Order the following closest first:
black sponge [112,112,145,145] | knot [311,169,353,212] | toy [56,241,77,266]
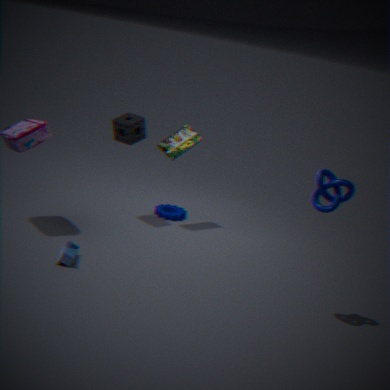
knot [311,169,353,212] → toy [56,241,77,266] → black sponge [112,112,145,145]
